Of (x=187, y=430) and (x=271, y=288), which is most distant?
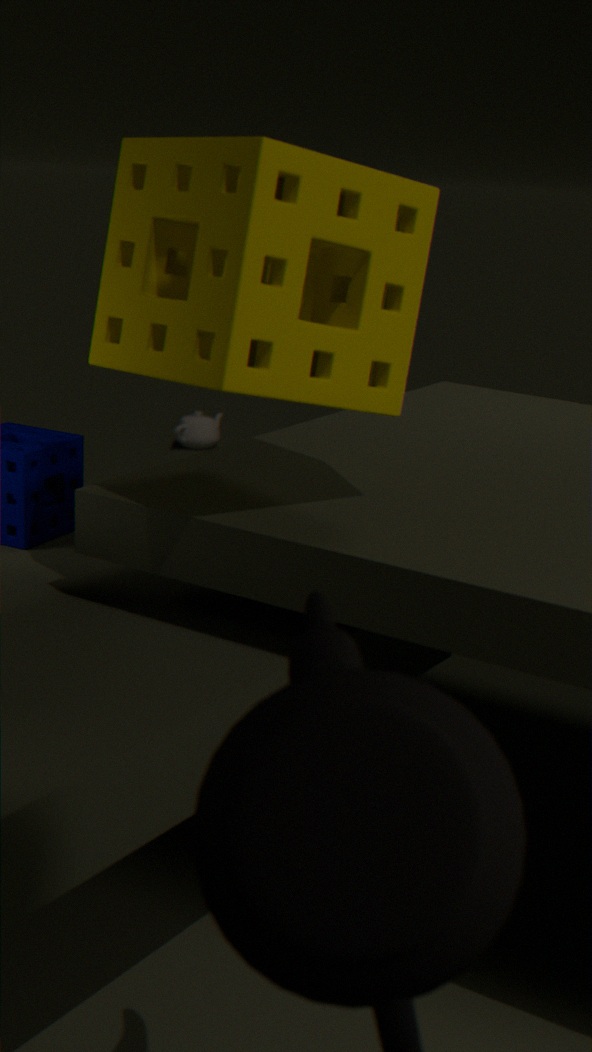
(x=187, y=430)
